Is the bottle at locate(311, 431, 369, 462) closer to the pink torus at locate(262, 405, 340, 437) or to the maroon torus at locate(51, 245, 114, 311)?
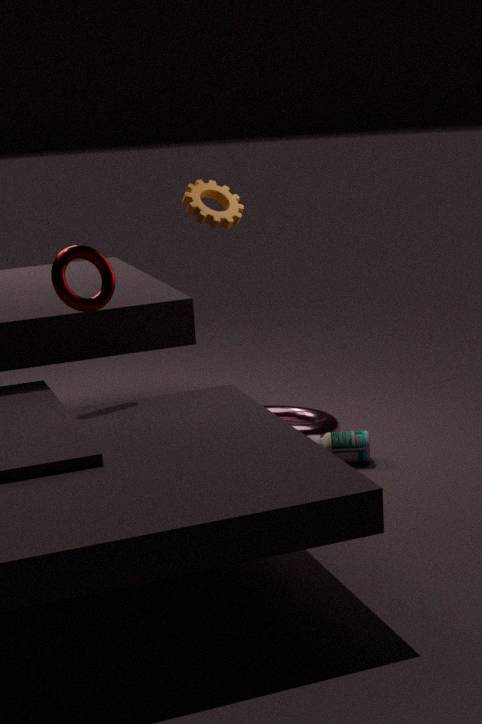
the pink torus at locate(262, 405, 340, 437)
